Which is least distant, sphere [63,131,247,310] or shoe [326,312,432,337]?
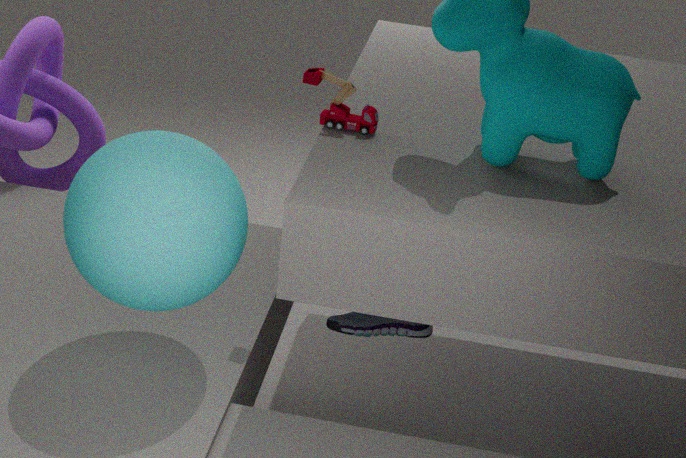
sphere [63,131,247,310]
